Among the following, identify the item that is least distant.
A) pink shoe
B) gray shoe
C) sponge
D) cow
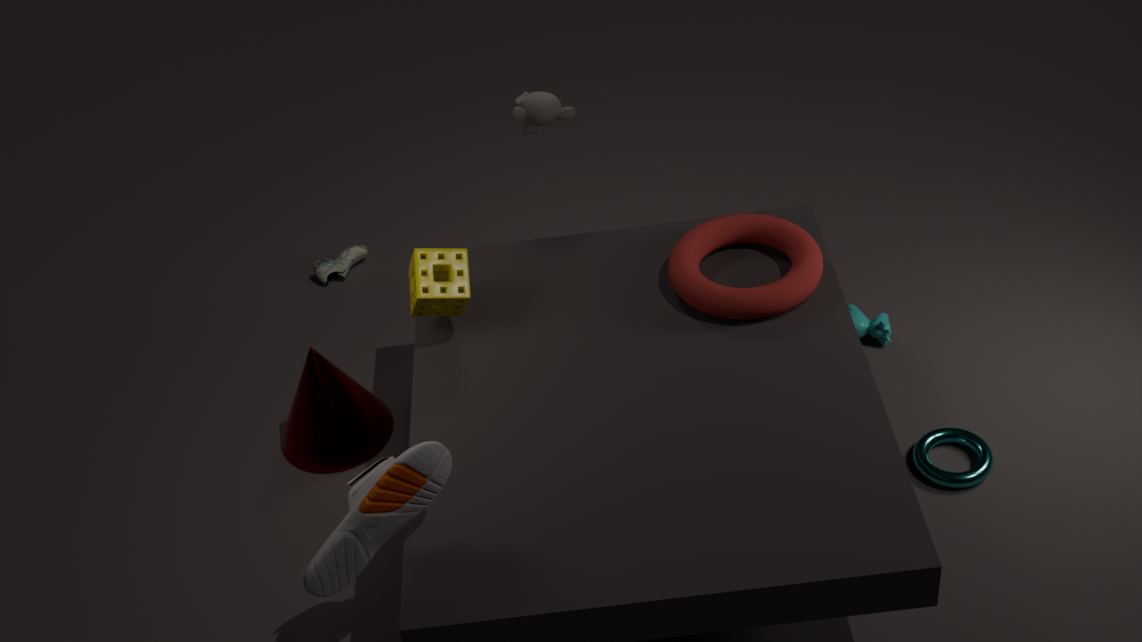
pink shoe
